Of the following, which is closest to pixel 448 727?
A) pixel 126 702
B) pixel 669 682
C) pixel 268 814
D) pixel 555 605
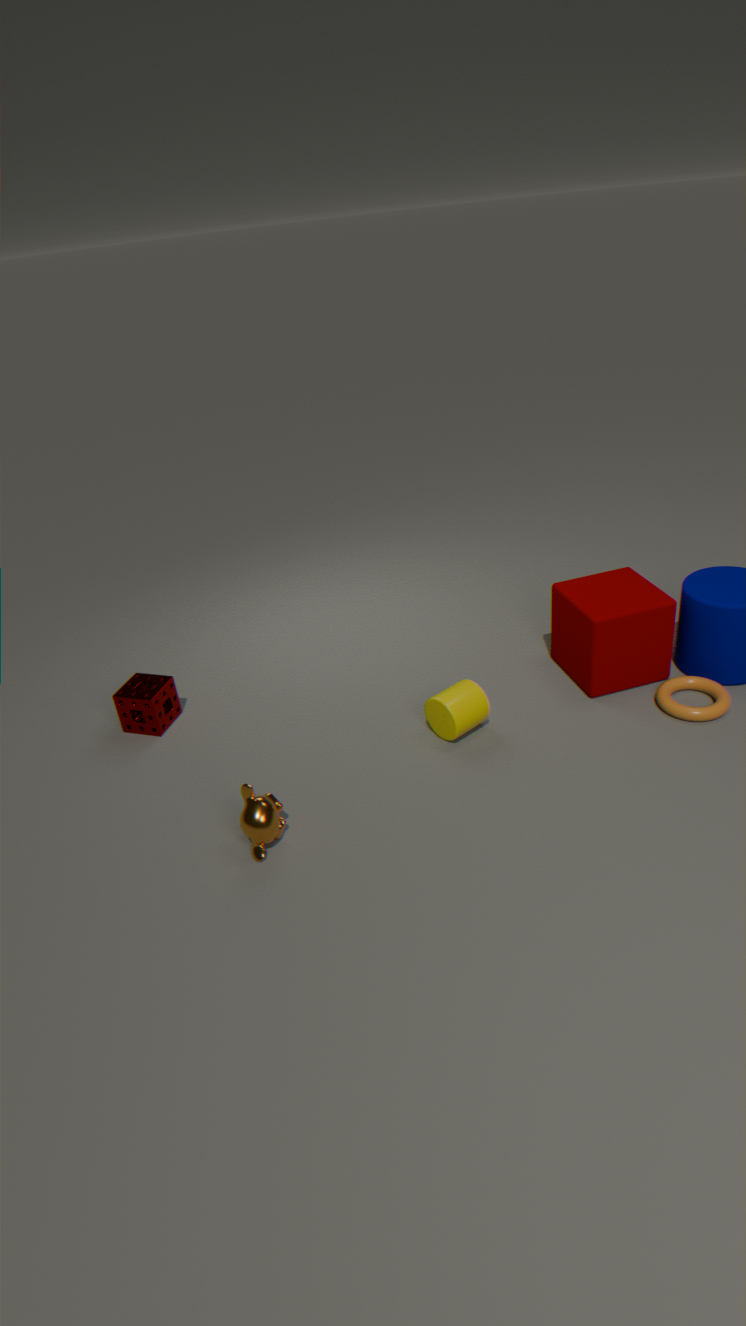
pixel 555 605
